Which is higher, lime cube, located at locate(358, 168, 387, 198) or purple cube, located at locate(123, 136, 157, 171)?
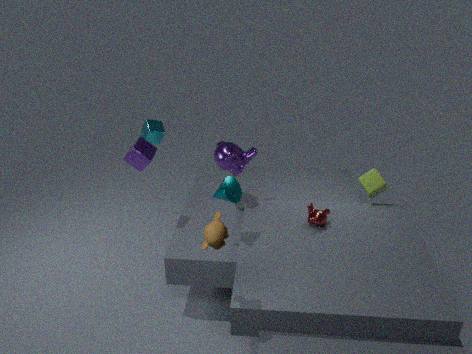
purple cube, located at locate(123, 136, 157, 171)
